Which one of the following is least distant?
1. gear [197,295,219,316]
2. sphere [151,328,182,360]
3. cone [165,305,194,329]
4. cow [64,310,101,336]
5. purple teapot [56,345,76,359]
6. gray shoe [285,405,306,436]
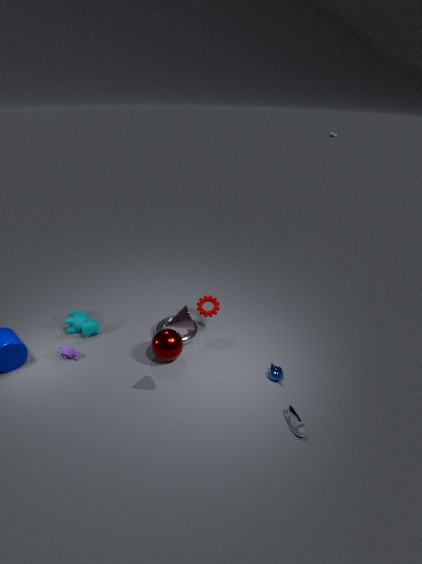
cone [165,305,194,329]
